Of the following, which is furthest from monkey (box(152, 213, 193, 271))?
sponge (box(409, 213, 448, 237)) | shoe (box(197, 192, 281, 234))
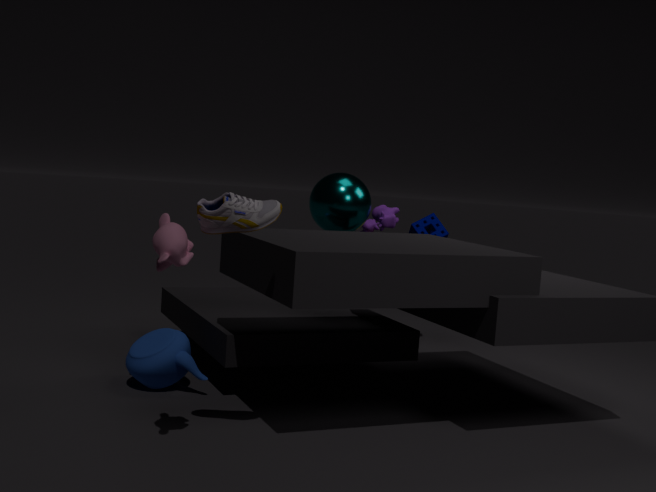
sponge (box(409, 213, 448, 237))
